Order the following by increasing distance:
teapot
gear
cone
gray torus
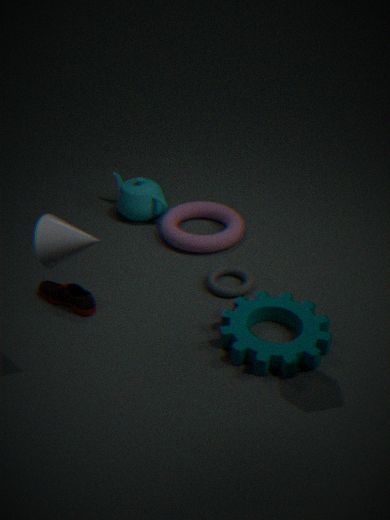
cone → gear → gray torus → teapot
